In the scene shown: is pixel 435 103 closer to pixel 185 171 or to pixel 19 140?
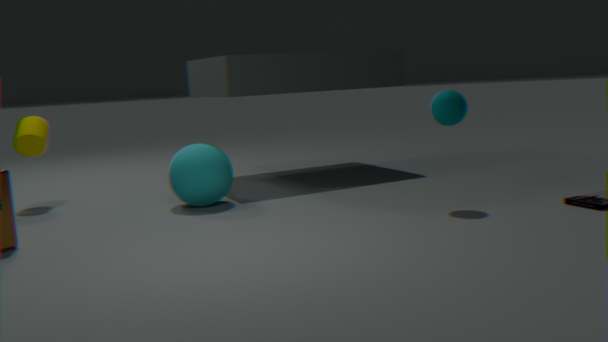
pixel 185 171
